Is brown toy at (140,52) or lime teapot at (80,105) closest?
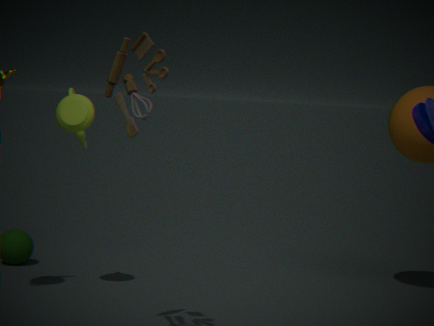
brown toy at (140,52)
